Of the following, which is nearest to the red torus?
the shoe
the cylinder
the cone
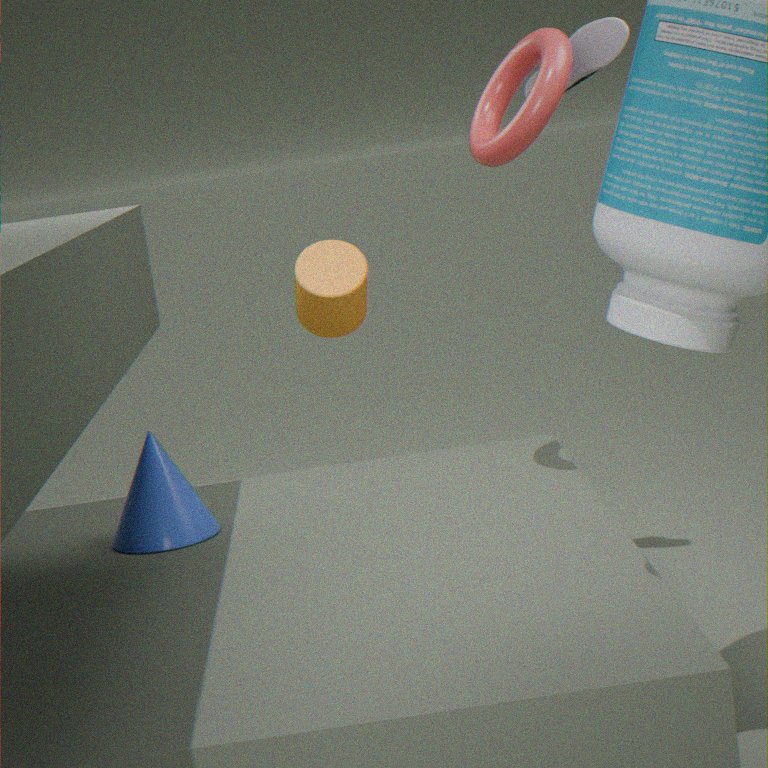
the shoe
